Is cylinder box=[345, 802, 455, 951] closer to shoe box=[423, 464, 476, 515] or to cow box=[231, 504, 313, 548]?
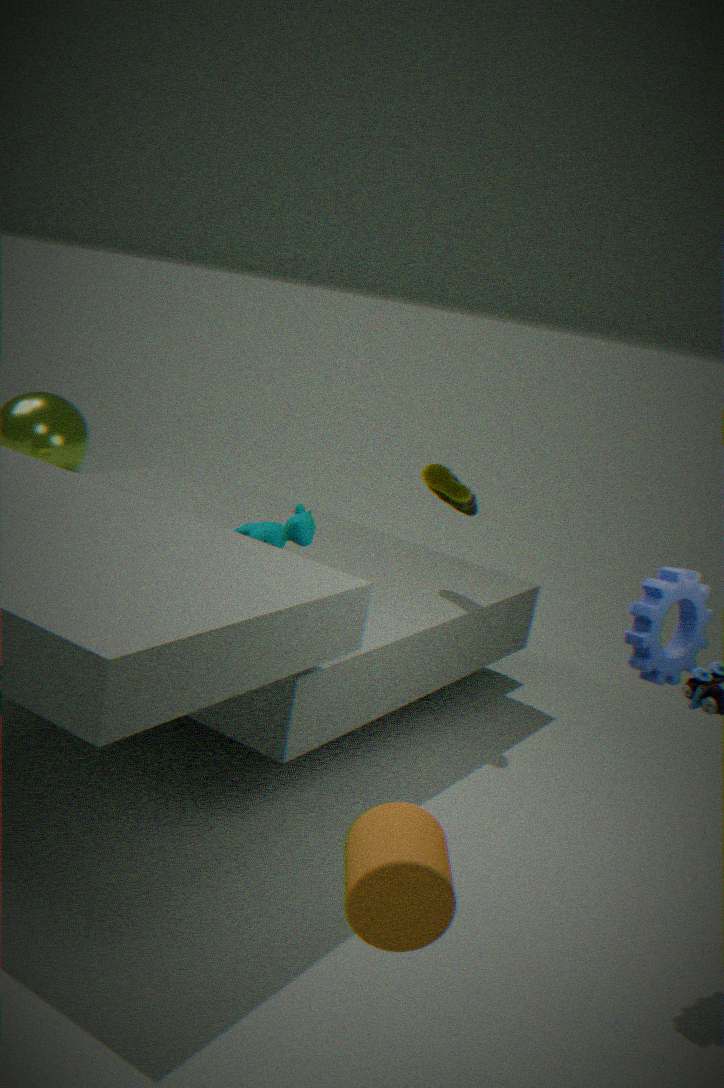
cow box=[231, 504, 313, 548]
